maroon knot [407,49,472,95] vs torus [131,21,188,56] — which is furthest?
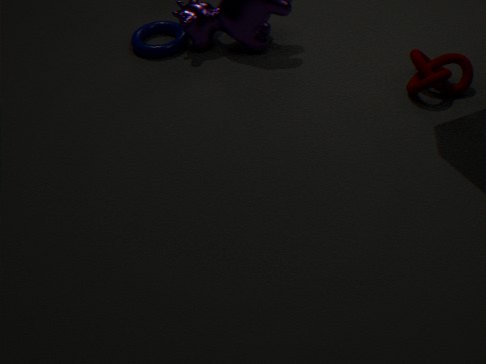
torus [131,21,188,56]
